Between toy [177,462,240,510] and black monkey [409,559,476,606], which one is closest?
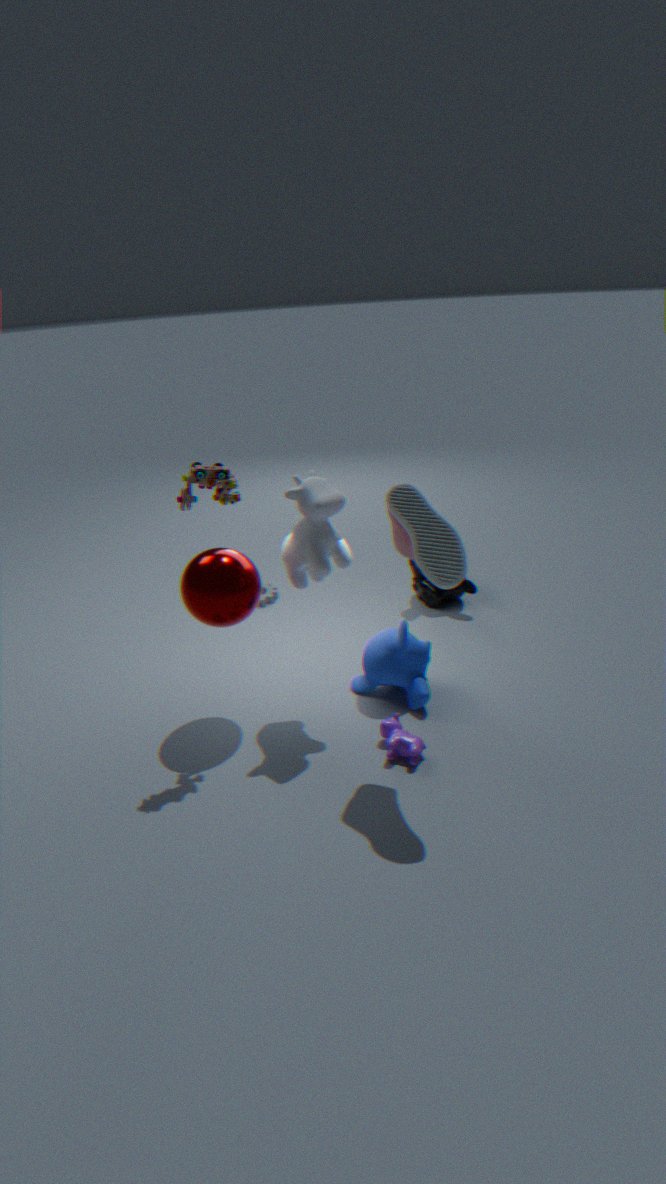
toy [177,462,240,510]
